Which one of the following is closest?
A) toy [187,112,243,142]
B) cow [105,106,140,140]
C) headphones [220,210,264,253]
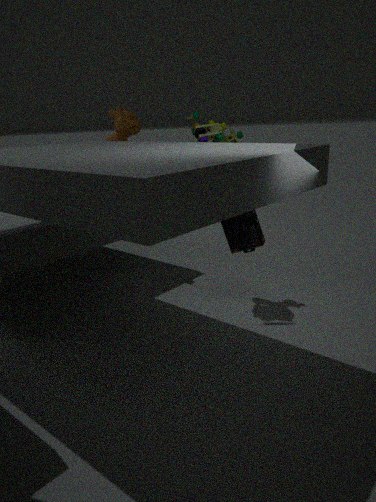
headphones [220,210,264,253]
